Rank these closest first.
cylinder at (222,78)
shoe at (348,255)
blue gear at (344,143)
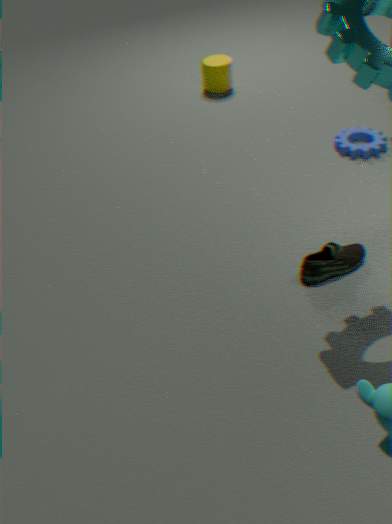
shoe at (348,255)
blue gear at (344,143)
cylinder at (222,78)
